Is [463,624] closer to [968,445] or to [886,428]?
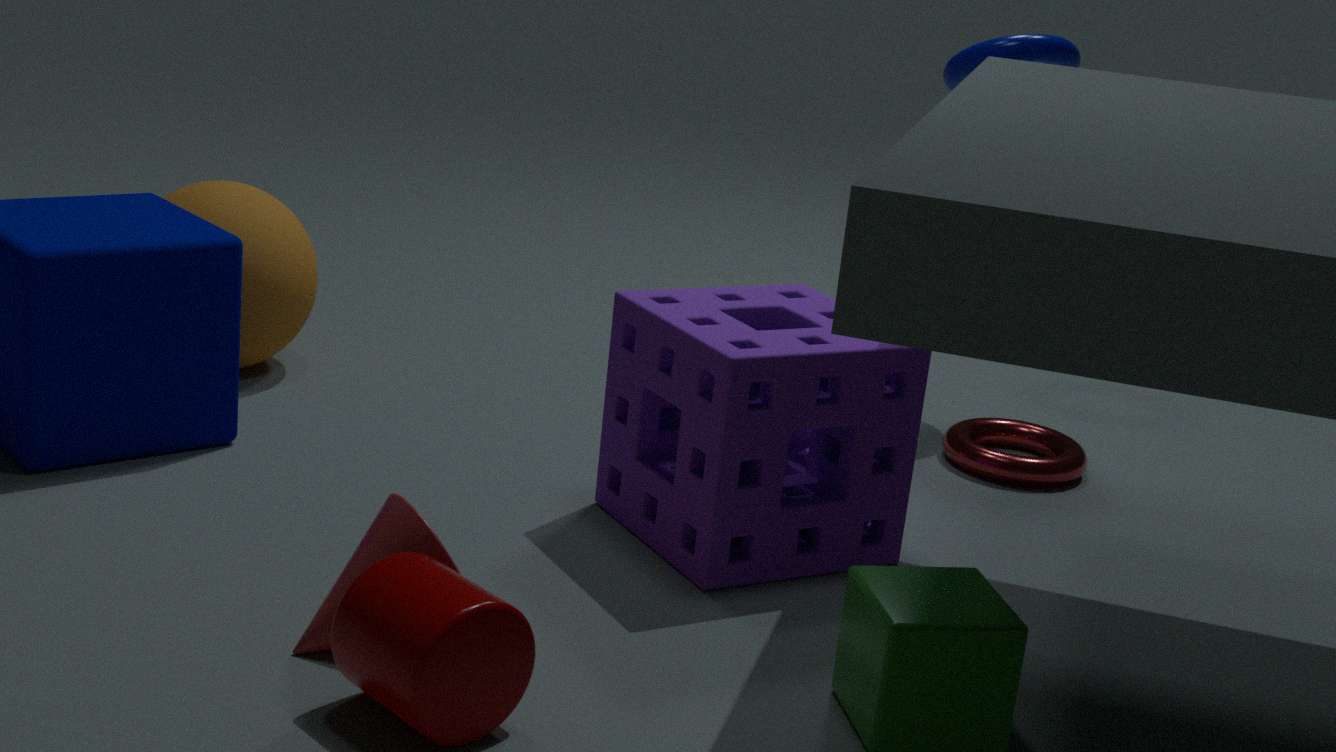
[886,428]
